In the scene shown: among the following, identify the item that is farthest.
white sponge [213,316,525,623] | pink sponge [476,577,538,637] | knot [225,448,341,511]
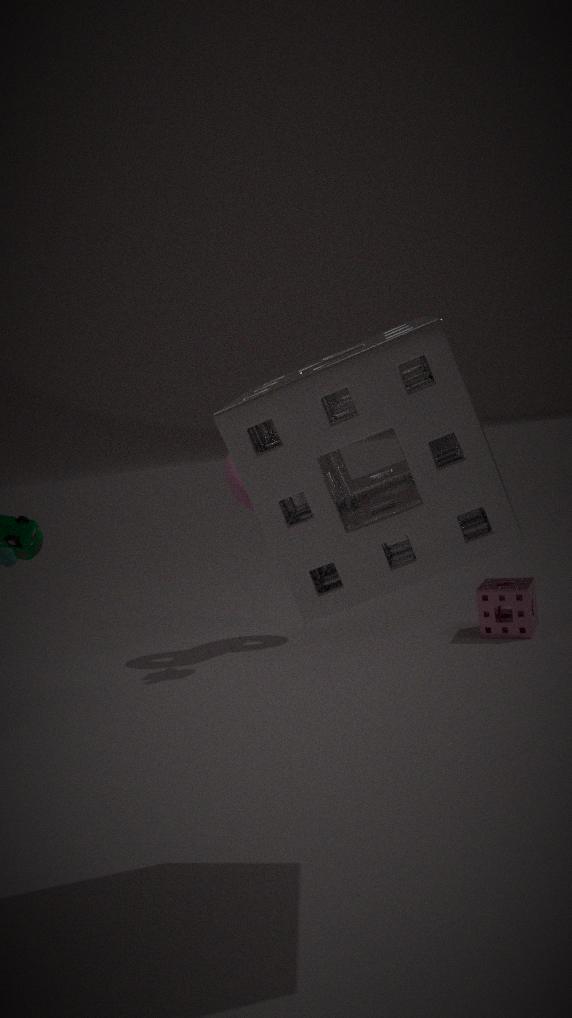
knot [225,448,341,511]
